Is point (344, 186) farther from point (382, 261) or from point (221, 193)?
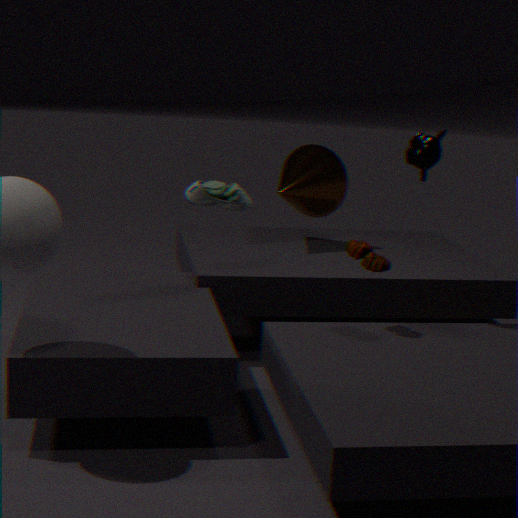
point (382, 261)
